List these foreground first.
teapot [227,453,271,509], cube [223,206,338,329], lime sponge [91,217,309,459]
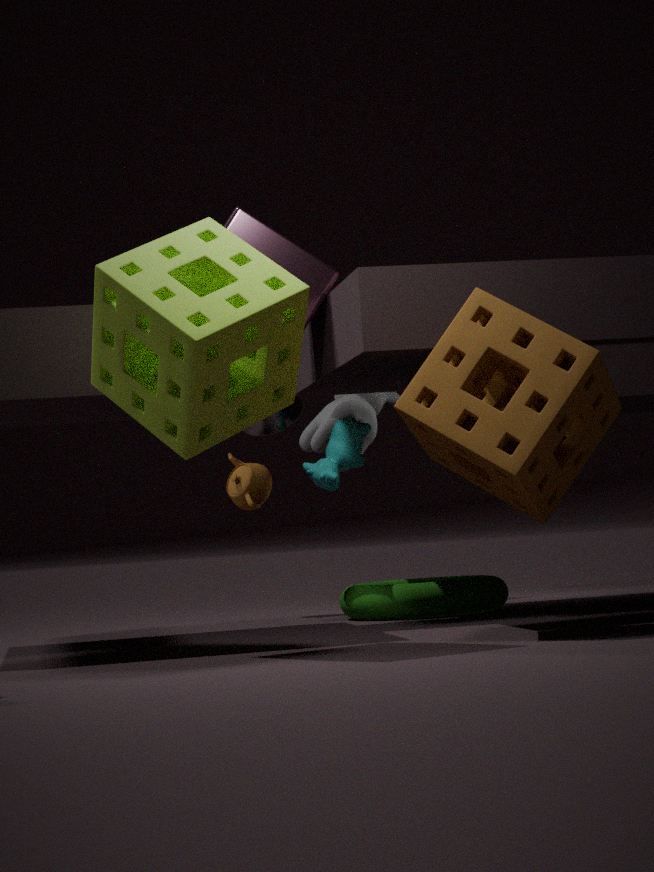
lime sponge [91,217,309,459], cube [223,206,338,329], teapot [227,453,271,509]
